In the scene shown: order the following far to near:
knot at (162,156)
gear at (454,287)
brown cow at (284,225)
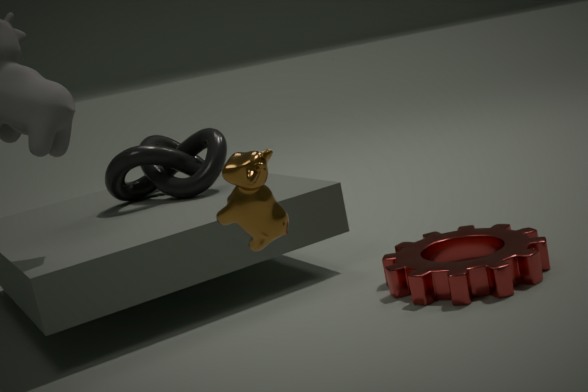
knot at (162,156) < gear at (454,287) < brown cow at (284,225)
